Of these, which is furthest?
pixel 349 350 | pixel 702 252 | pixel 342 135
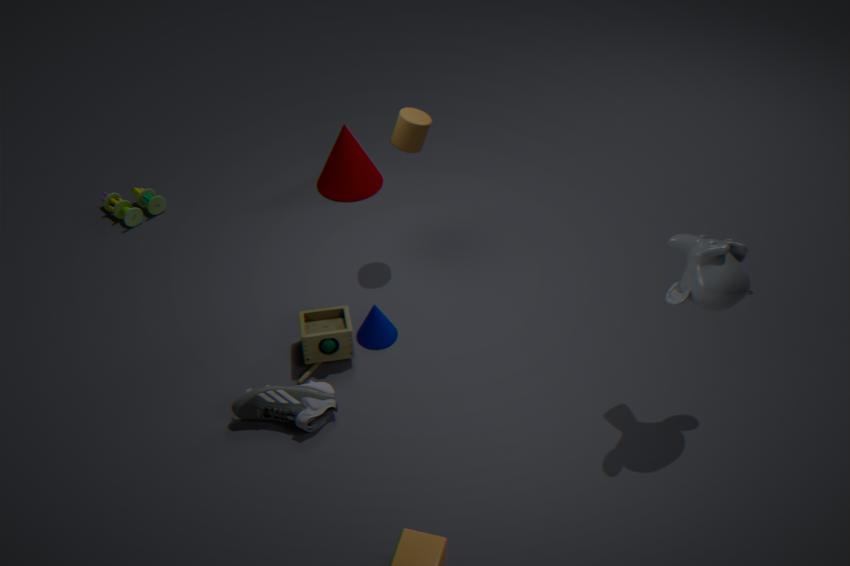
pixel 342 135
